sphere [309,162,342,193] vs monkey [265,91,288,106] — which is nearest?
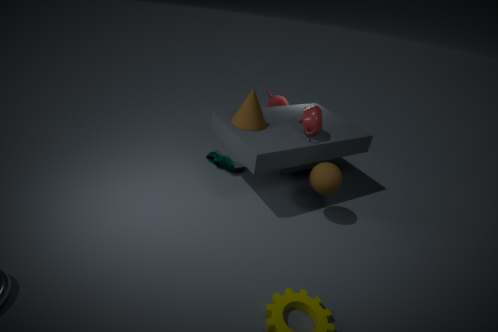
sphere [309,162,342,193]
